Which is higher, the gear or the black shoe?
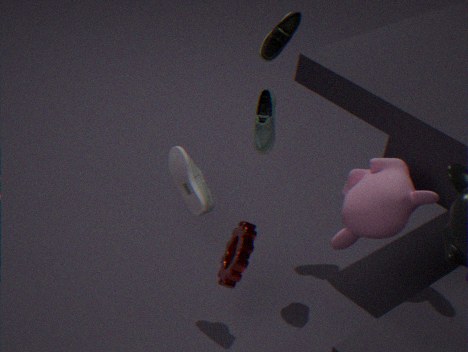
the black shoe
